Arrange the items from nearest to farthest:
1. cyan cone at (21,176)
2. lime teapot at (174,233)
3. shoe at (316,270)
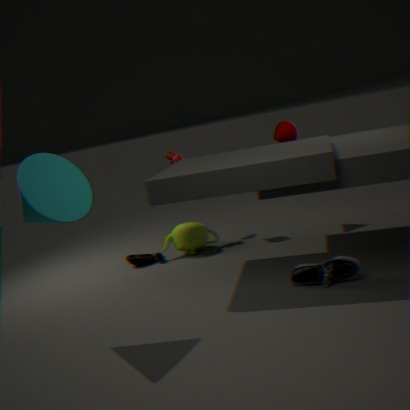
cyan cone at (21,176) < shoe at (316,270) < lime teapot at (174,233)
